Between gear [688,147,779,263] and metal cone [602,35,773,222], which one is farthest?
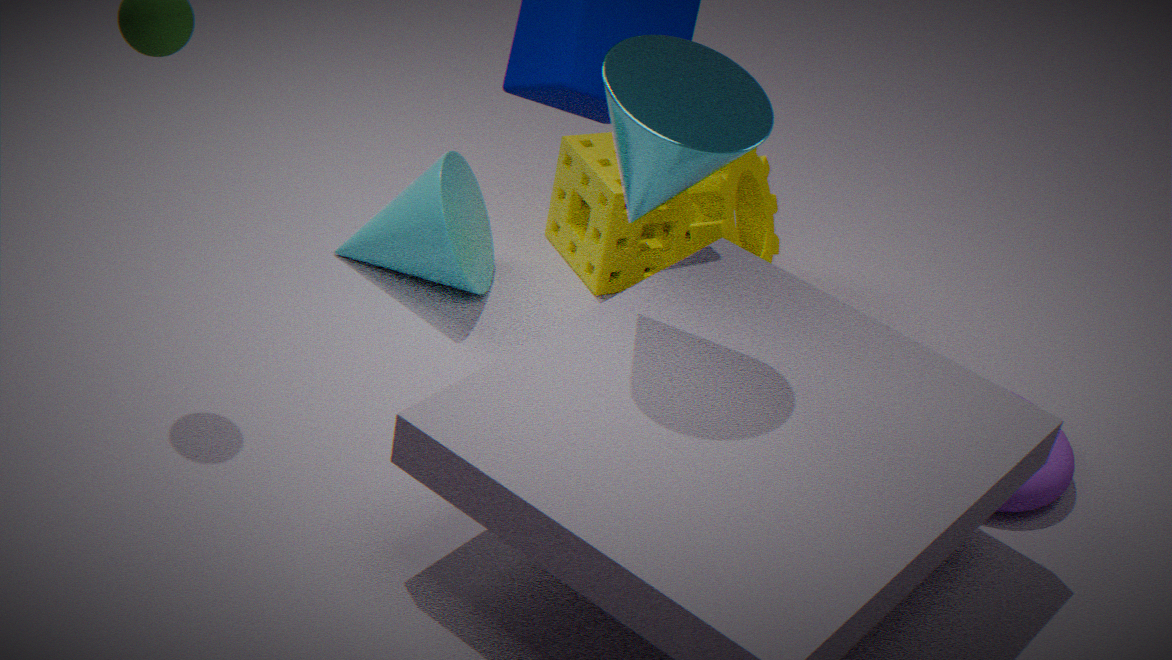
gear [688,147,779,263]
